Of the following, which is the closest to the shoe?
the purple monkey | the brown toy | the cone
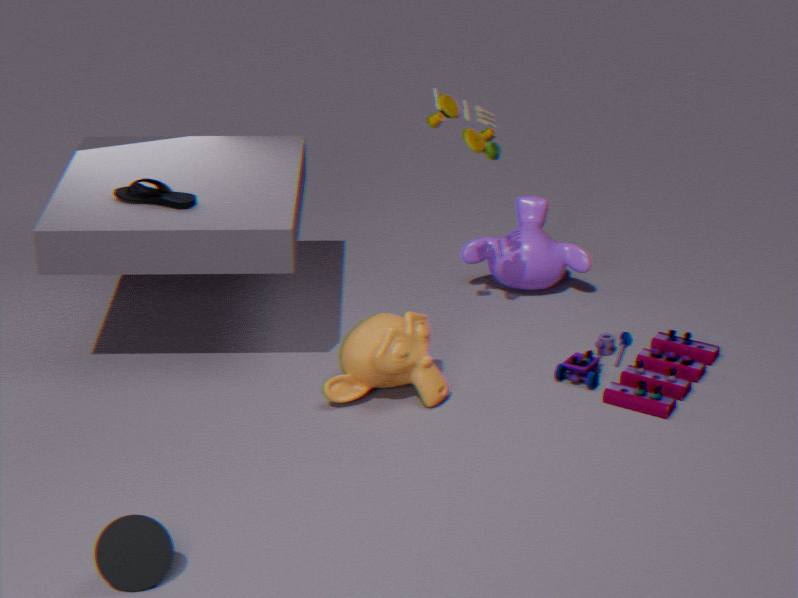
the brown toy
